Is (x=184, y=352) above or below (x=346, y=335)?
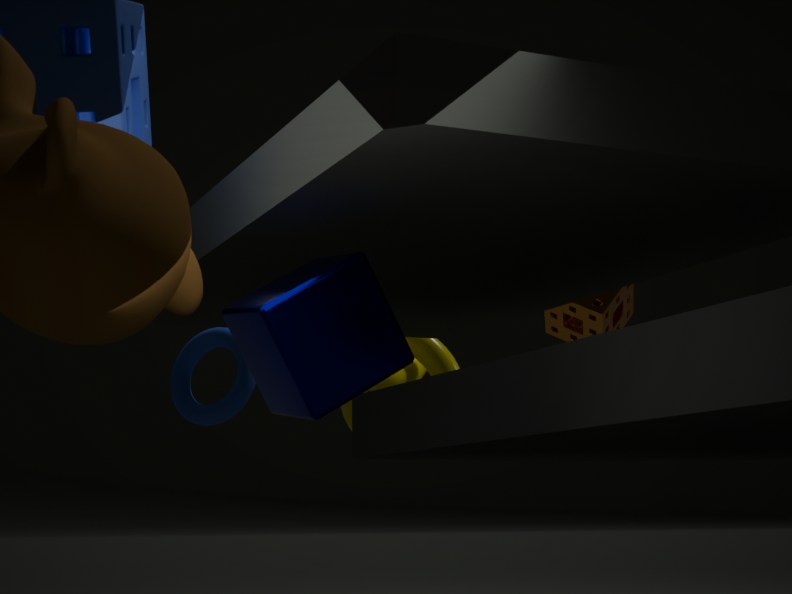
above
